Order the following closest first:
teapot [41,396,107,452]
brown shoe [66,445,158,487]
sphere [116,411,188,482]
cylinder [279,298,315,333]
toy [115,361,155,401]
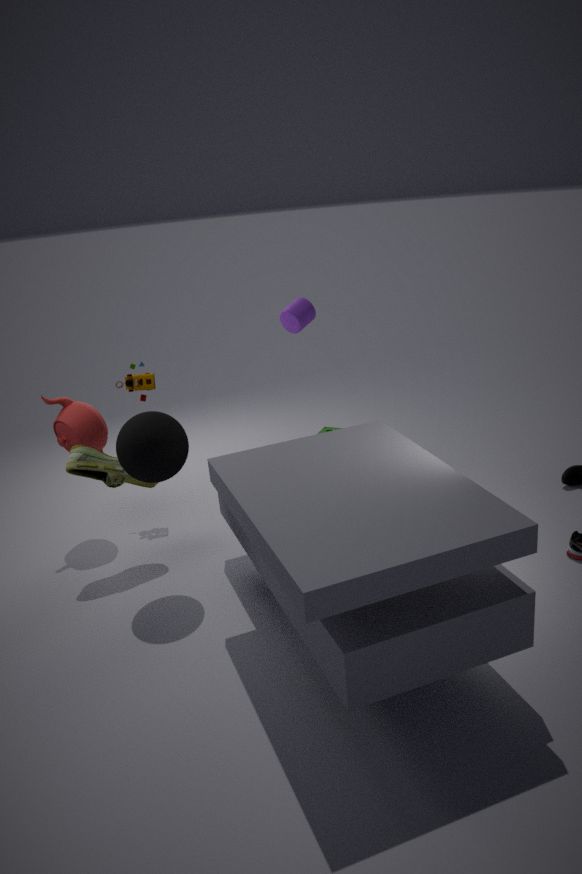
1. sphere [116,411,188,482]
2. brown shoe [66,445,158,487]
3. teapot [41,396,107,452]
4. toy [115,361,155,401]
5. cylinder [279,298,315,333]
